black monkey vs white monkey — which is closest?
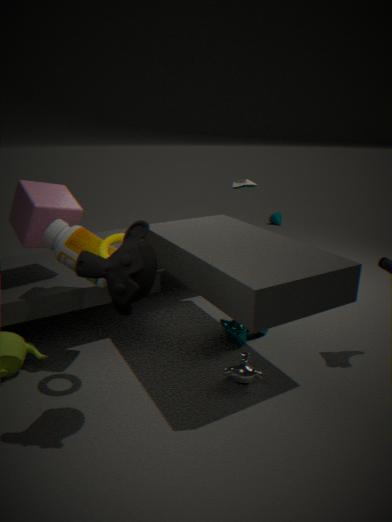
black monkey
